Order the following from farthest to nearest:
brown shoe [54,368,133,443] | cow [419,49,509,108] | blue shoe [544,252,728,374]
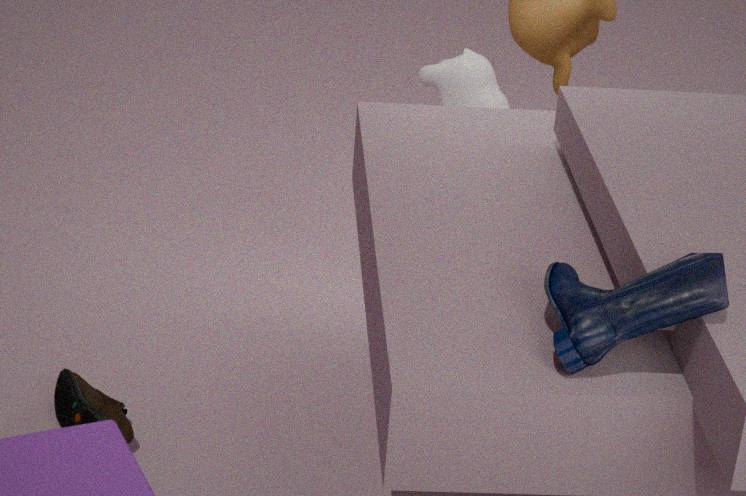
1. cow [419,49,509,108]
2. brown shoe [54,368,133,443]
3. blue shoe [544,252,728,374]
